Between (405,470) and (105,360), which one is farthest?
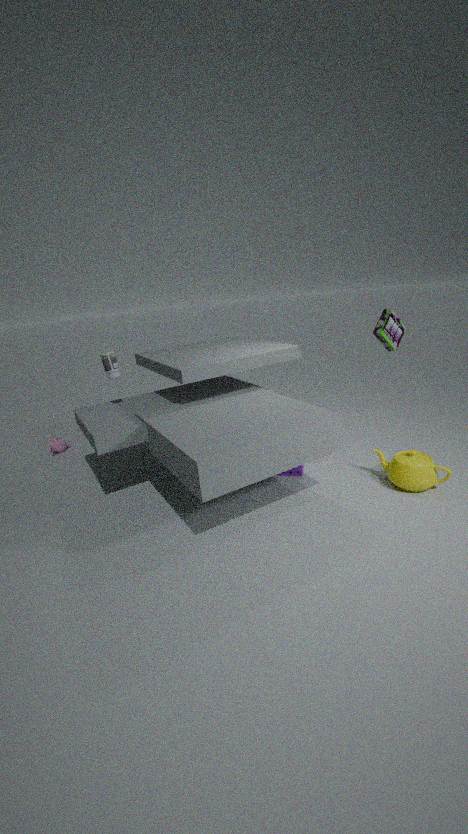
Result: (105,360)
